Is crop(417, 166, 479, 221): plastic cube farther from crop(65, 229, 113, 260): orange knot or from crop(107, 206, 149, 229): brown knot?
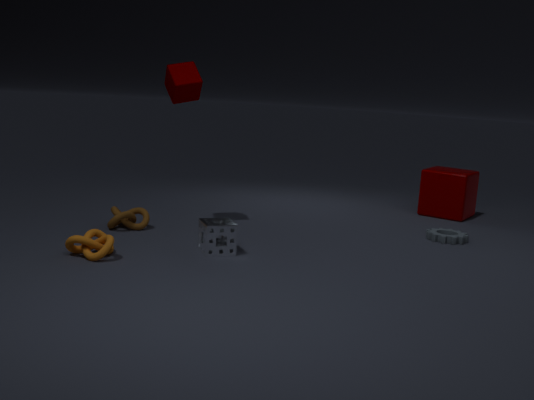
crop(65, 229, 113, 260): orange knot
